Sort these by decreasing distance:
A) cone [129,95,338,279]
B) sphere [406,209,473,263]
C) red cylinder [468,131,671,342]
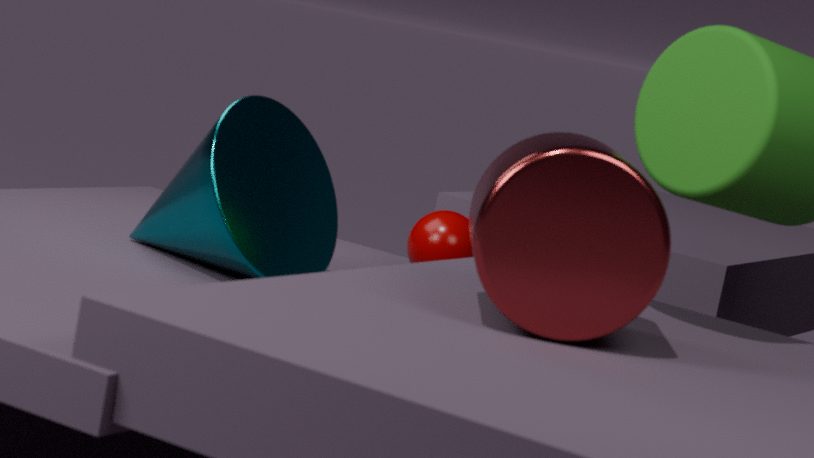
sphere [406,209,473,263], cone [129,95,338,279], red cylinder [468,131,671,342]
